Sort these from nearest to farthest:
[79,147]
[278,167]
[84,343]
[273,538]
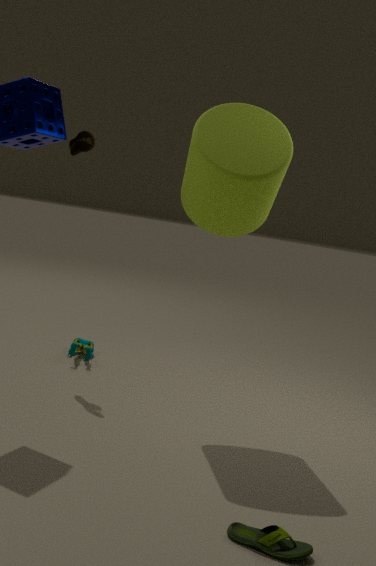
[273,538], [278,167], [79,147], [84,343]
